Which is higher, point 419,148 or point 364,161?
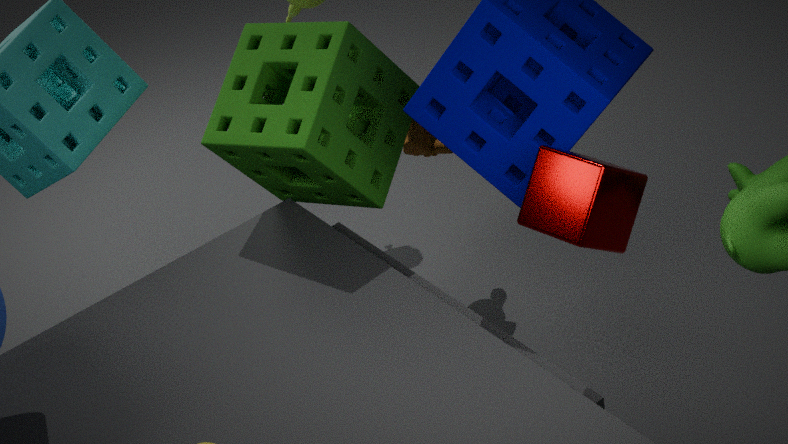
point 364,161
